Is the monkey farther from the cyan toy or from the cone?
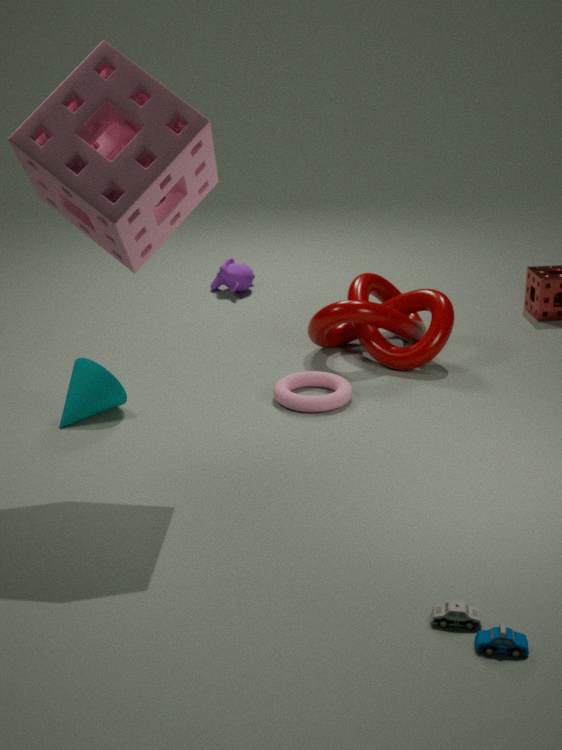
the cyan toy
